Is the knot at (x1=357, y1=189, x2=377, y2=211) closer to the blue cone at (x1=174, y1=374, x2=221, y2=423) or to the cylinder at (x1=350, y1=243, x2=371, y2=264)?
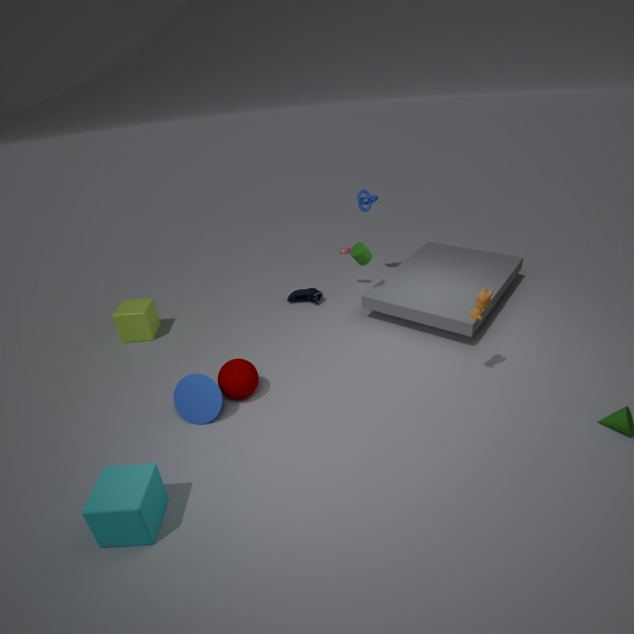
the cylinder at (x1=350, y1=243, x2=371, y2=264)
